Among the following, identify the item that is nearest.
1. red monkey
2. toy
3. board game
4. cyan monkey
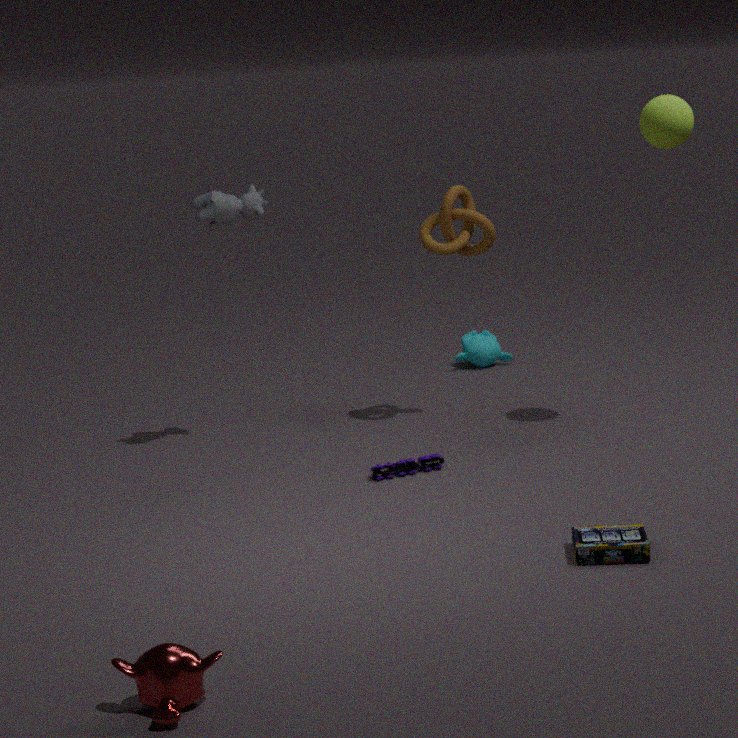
red monkey
